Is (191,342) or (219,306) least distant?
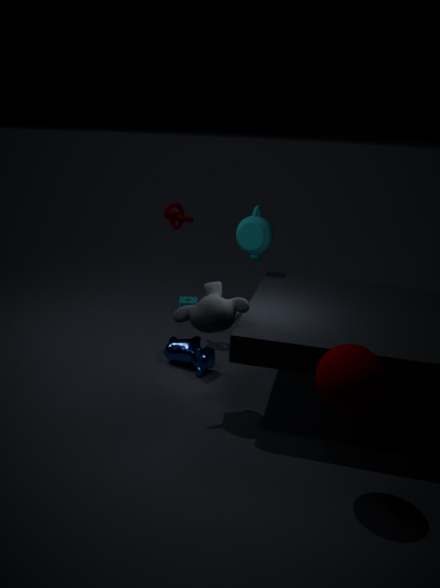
(219,306)
